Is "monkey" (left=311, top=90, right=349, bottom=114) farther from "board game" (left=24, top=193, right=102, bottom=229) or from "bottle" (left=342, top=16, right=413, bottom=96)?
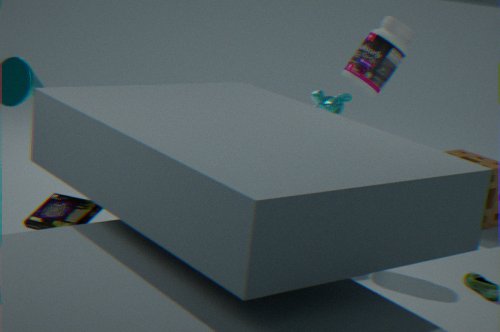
"board game" (left=24, top=193, right=102, bottom=229)
